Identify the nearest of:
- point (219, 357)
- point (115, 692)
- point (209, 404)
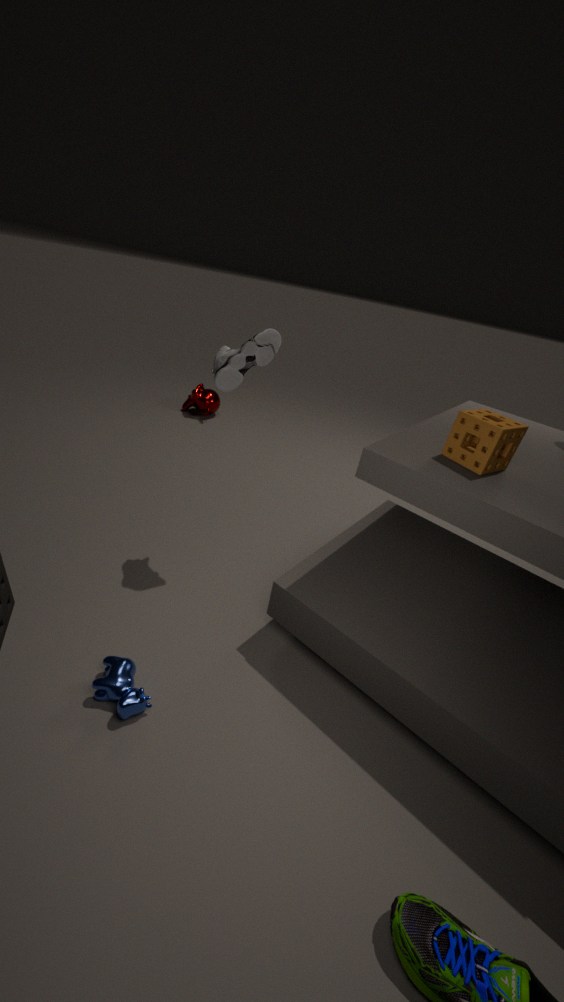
point (115, 692)
